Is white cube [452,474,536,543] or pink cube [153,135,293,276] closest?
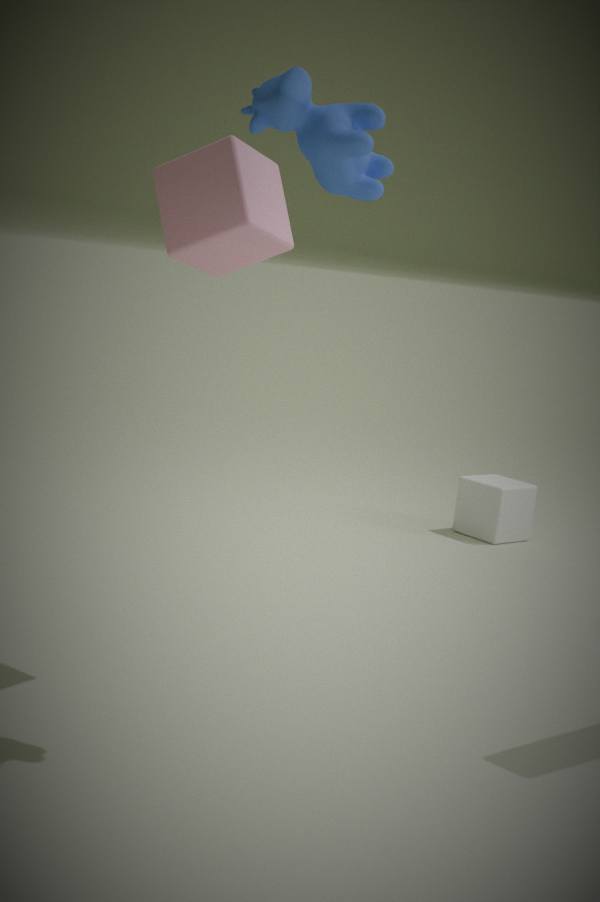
pink cube [153,135,293,276]
